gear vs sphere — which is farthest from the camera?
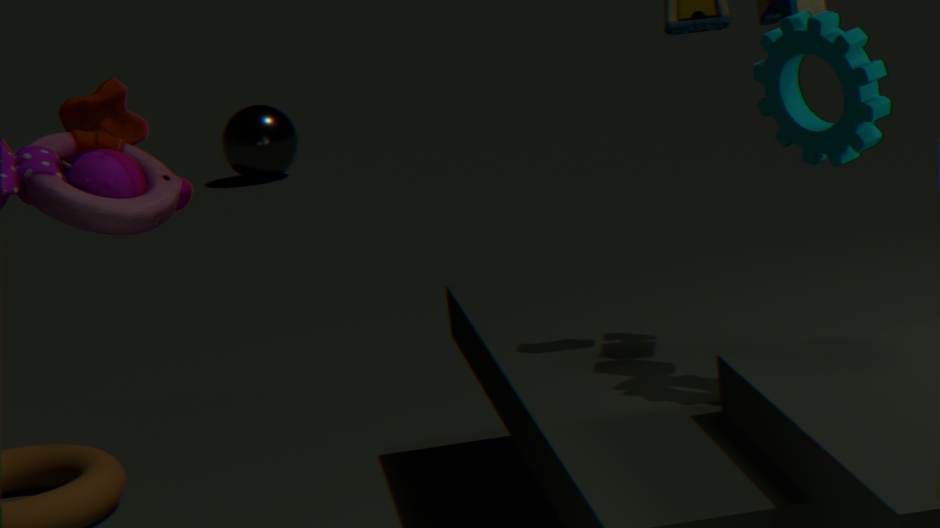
sphere
